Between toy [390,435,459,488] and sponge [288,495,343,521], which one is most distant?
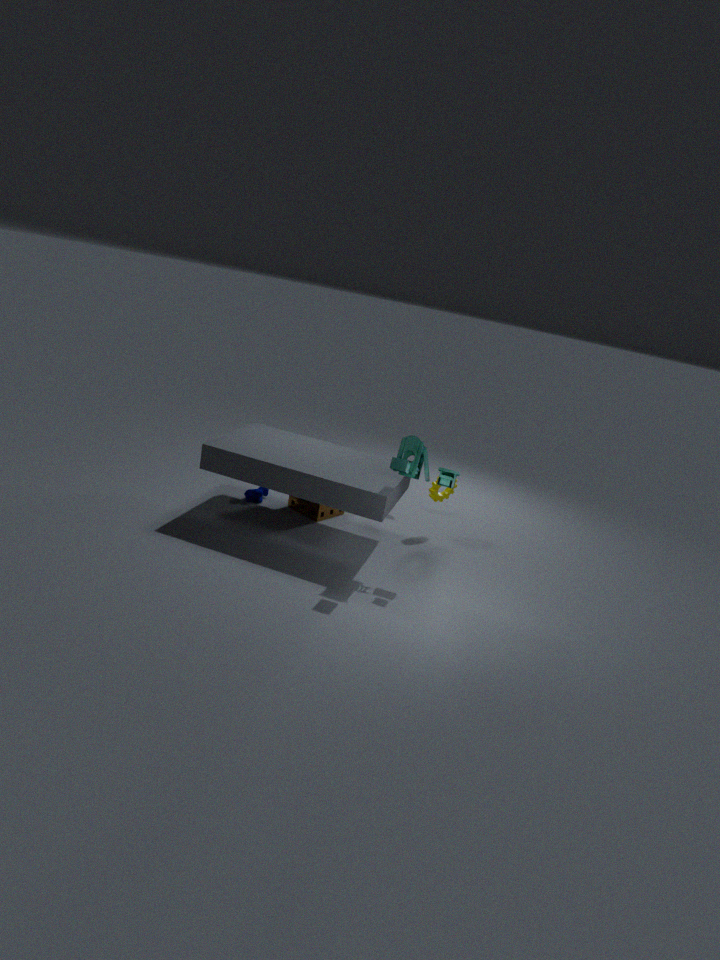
sponge [288,495,343,521]
